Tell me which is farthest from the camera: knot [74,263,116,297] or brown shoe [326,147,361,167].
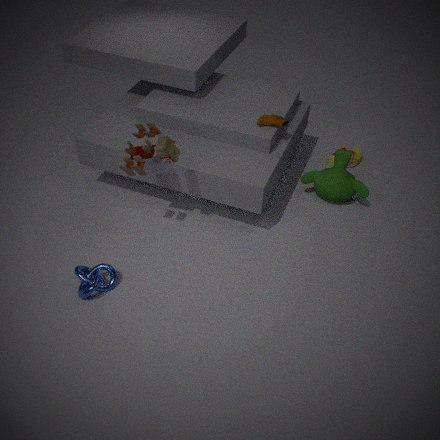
brown shoe [326,147,361,167]
